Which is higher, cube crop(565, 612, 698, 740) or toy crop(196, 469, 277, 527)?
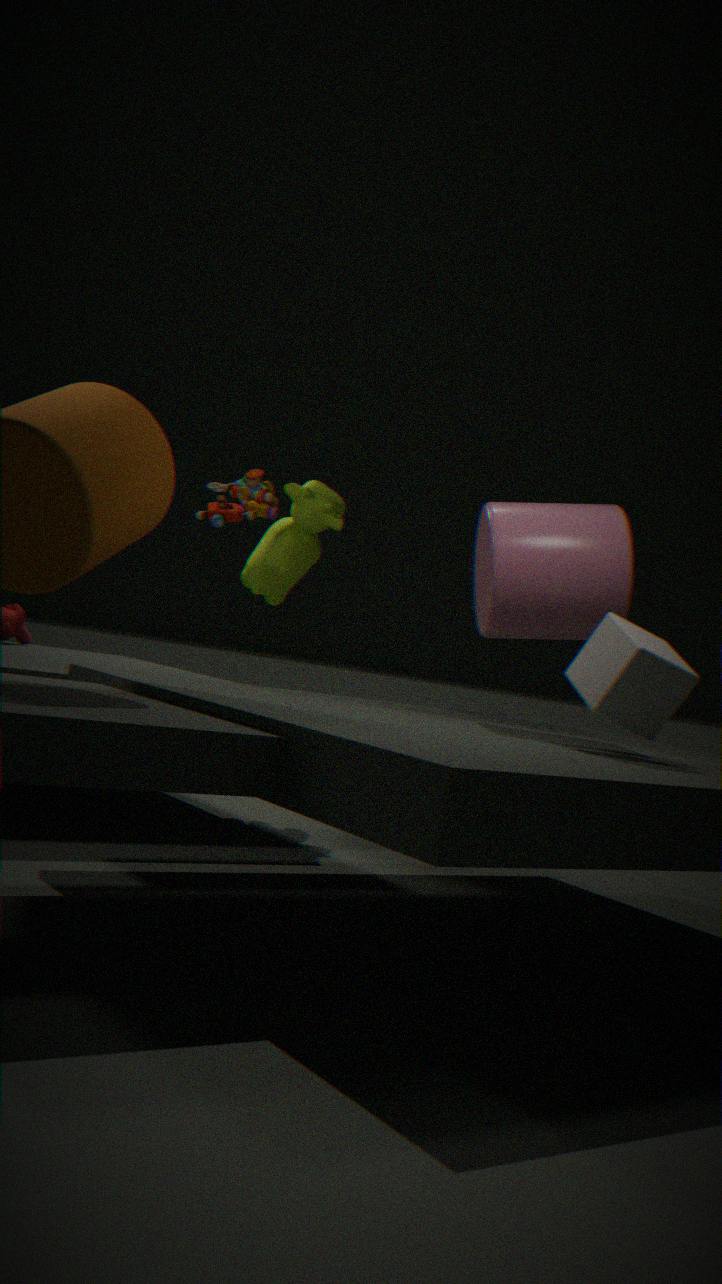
toy crop(196, 469, 277, 527)
